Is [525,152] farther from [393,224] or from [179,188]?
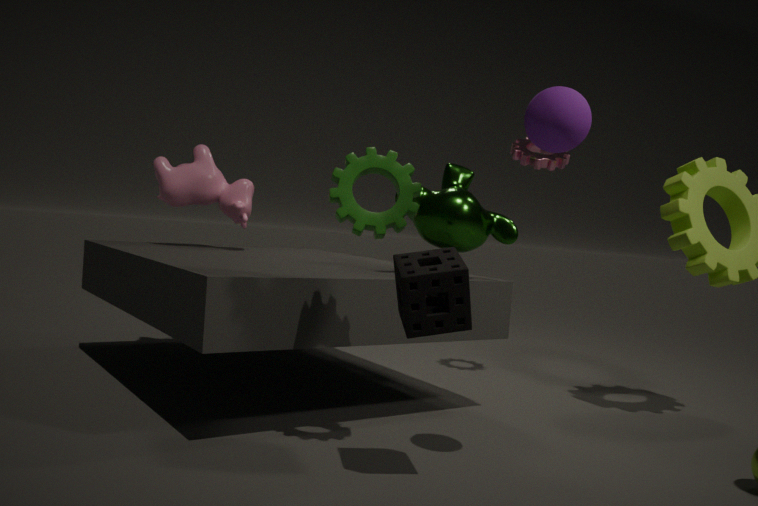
[179,188]
